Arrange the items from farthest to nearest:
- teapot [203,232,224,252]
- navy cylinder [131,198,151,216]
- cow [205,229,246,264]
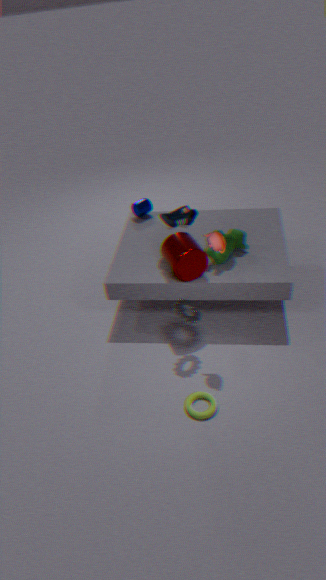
navy cylinder [131,198,151,216] → cow [205,229,246,264] → teapot [203,232,224,252]
